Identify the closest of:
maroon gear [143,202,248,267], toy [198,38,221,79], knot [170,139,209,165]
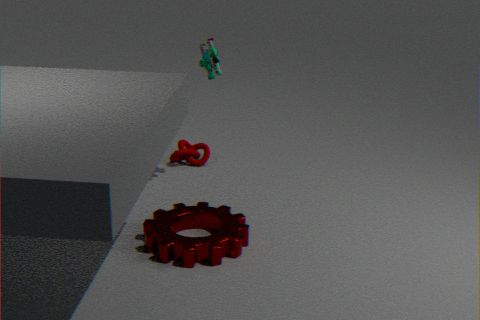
maroon gear [143,202,248,267]
